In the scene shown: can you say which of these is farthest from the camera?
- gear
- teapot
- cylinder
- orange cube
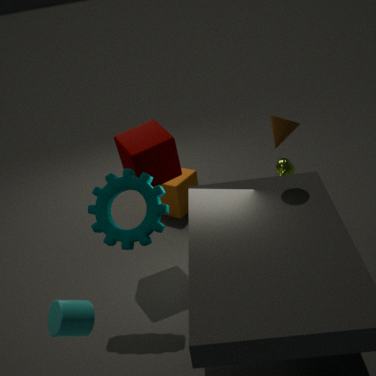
orange cube
